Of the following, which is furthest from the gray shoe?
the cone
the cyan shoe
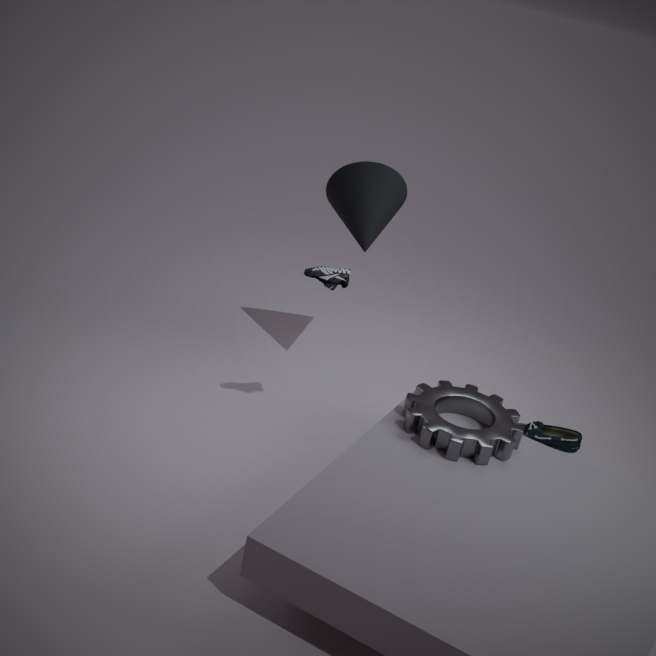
the cyan shoe
